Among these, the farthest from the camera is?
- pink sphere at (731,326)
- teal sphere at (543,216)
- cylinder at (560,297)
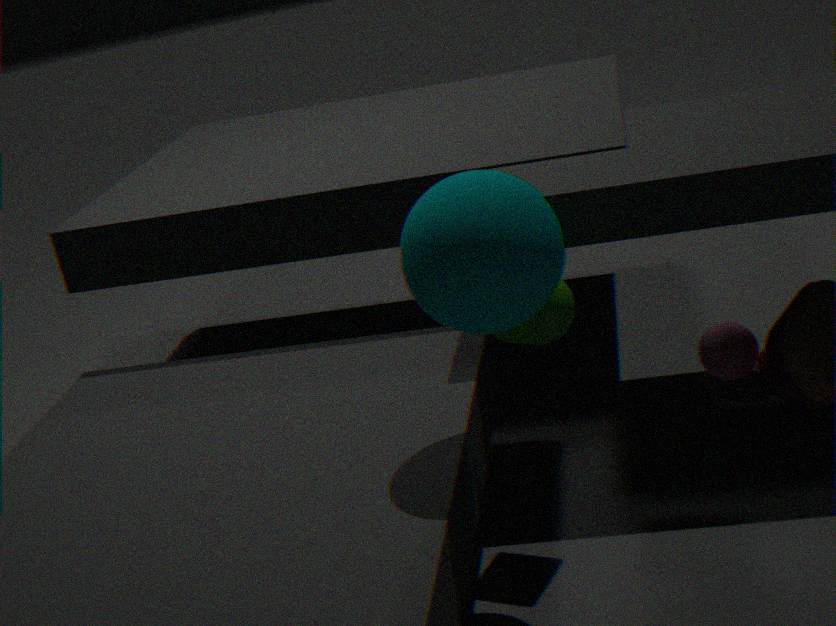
pink sphere at (731,326)
